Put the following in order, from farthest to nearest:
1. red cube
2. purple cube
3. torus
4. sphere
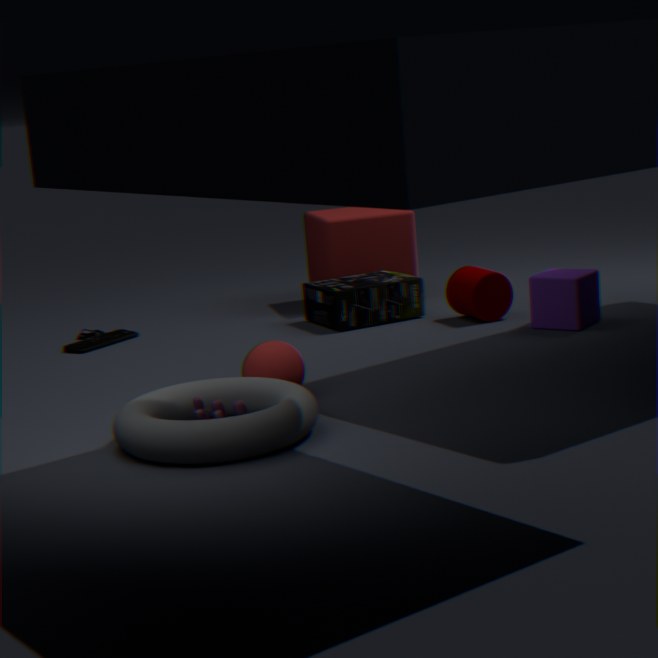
red cube, purple cube, sphere, torus
